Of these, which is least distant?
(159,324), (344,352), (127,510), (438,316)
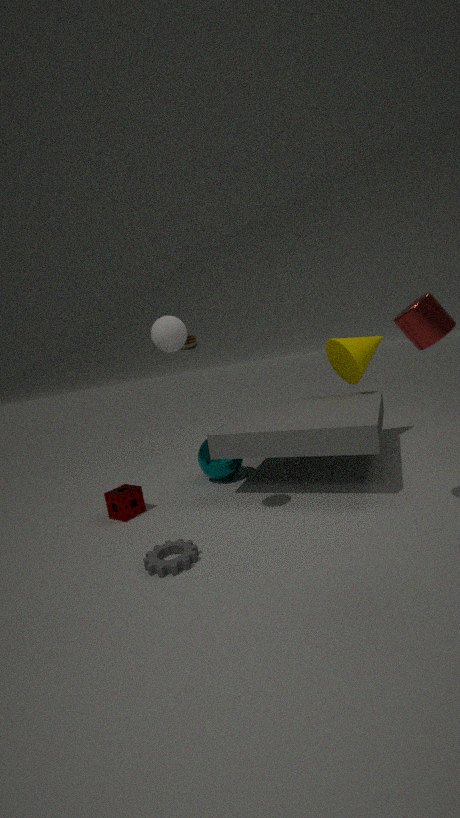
(438,316)
